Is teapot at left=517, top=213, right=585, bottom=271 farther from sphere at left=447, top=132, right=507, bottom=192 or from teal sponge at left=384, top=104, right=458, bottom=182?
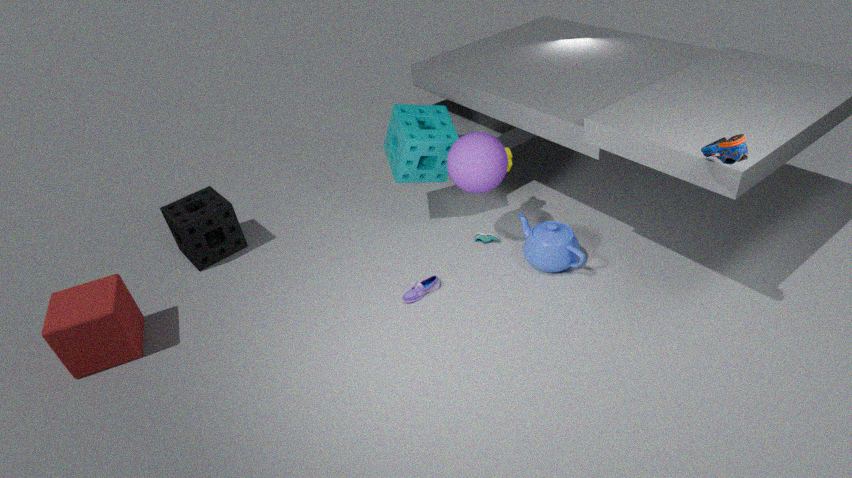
teal sponge at left=384, top=104, right=458, bottom=182
